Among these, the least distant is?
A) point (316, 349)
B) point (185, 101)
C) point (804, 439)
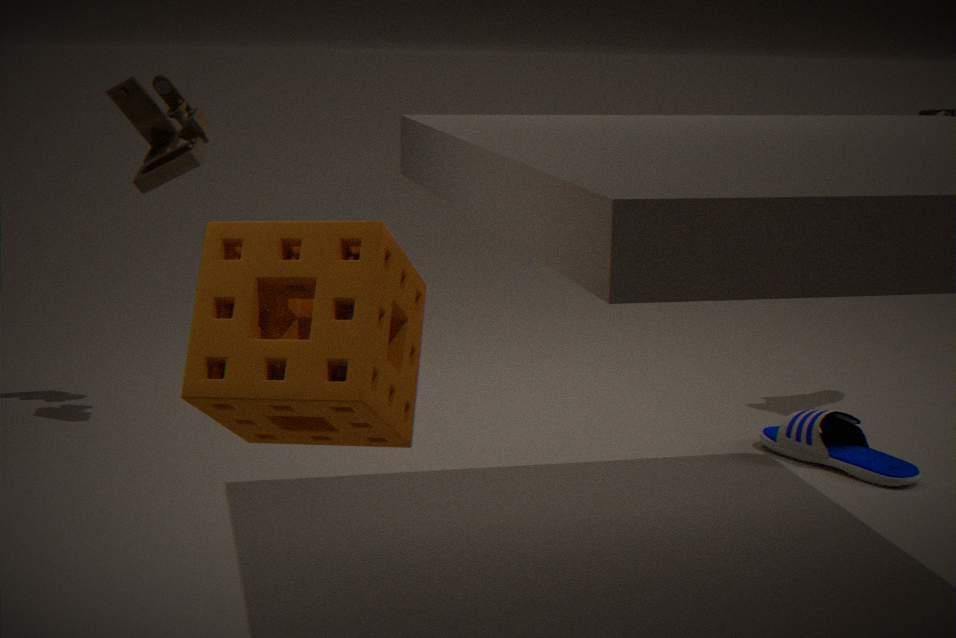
point (316, 349)
